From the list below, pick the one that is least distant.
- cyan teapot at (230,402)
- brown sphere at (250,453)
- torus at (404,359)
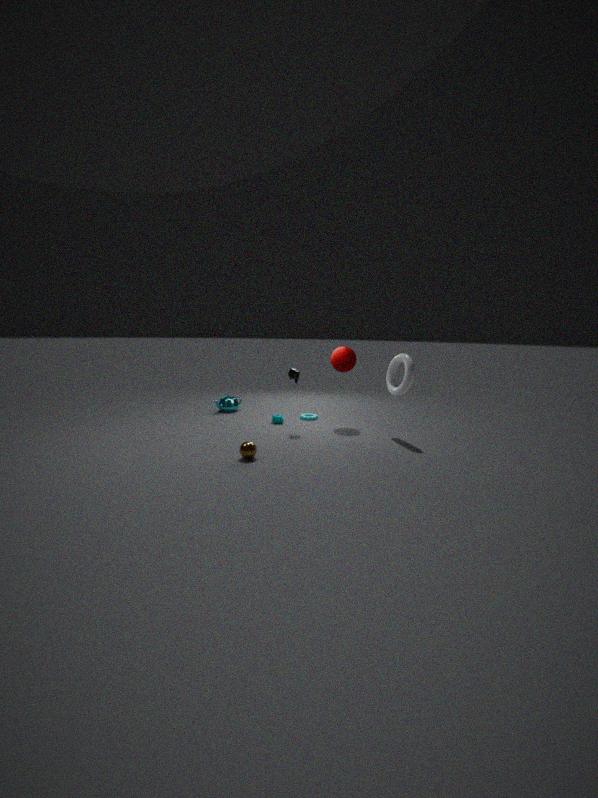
brown sphere at (250,453)
